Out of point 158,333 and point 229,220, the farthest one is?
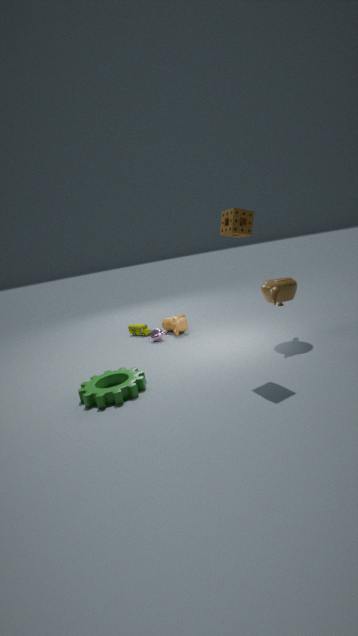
point 158,333
